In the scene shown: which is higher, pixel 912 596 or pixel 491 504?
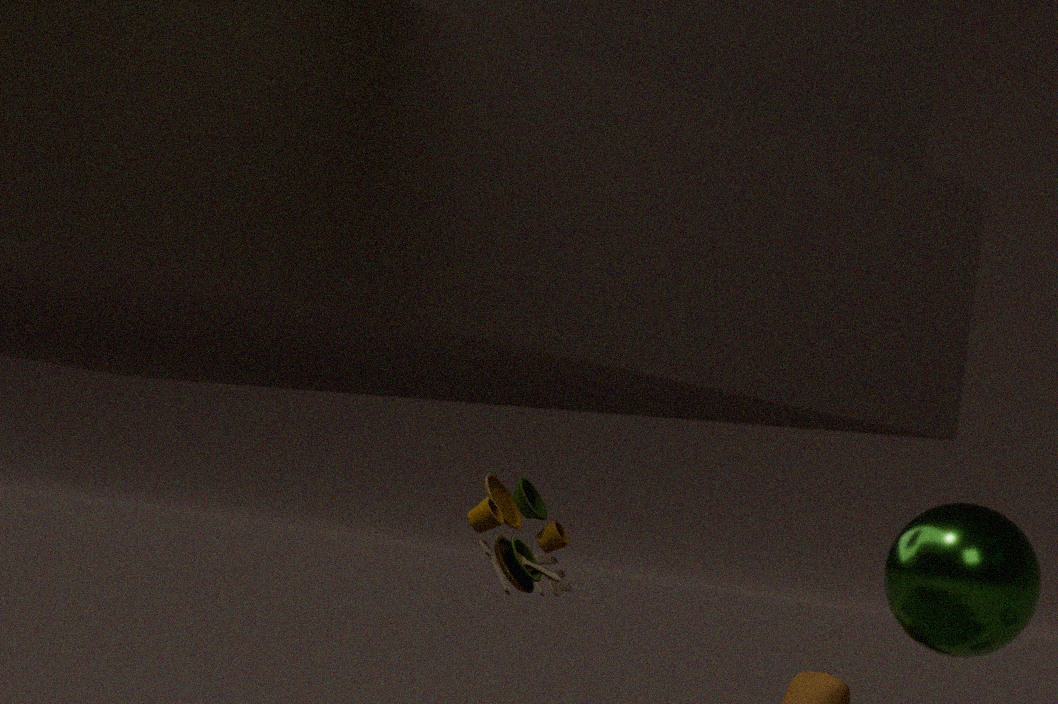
A: pixel 912 596
